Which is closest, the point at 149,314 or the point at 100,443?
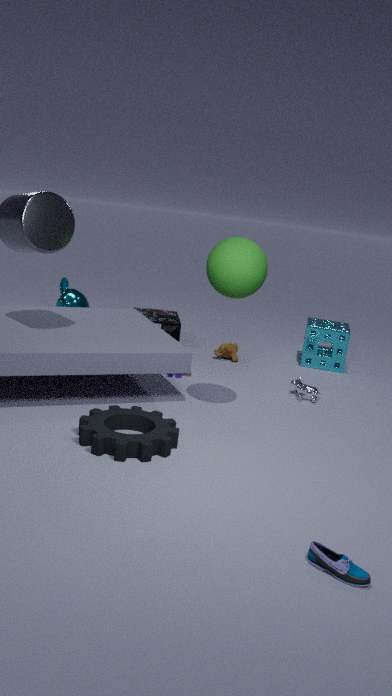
the point at 100,443
